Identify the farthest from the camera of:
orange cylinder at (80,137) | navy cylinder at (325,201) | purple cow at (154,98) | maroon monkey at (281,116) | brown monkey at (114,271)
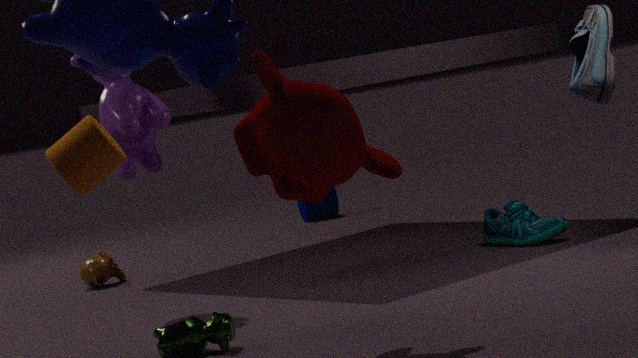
navy cylinder at (325,201)
